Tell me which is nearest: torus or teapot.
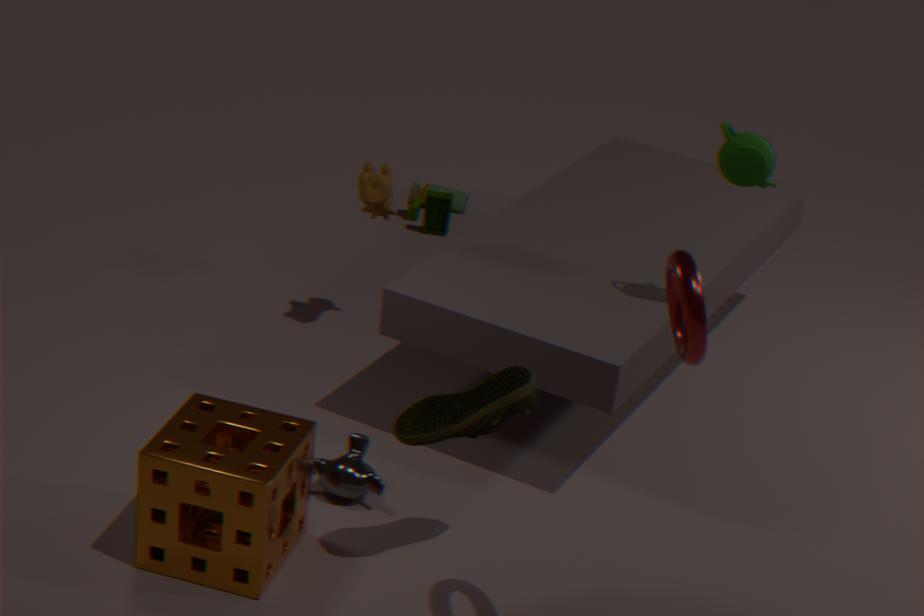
torus
